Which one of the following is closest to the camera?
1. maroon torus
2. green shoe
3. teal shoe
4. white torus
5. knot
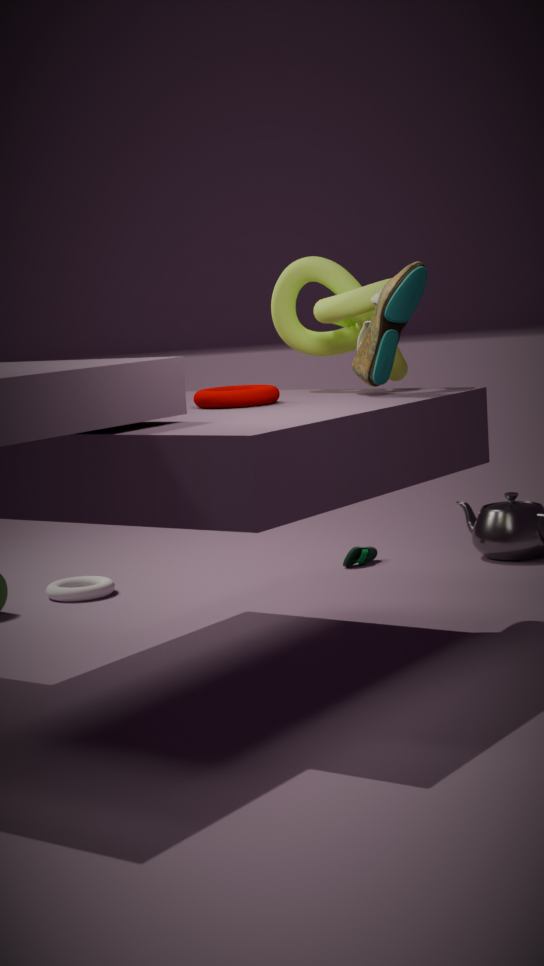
maroon torus
